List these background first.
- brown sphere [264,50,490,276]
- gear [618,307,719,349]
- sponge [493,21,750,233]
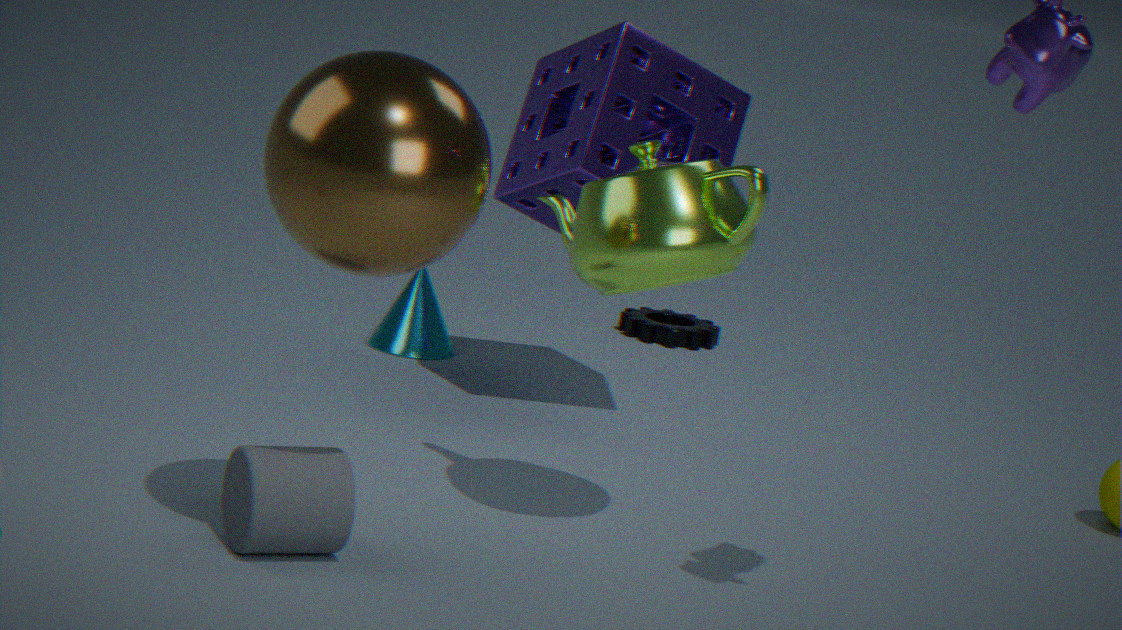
gear [618,307,719,349] < sponge [493,21,750,233] < brown sphere [264,50,490,276]
